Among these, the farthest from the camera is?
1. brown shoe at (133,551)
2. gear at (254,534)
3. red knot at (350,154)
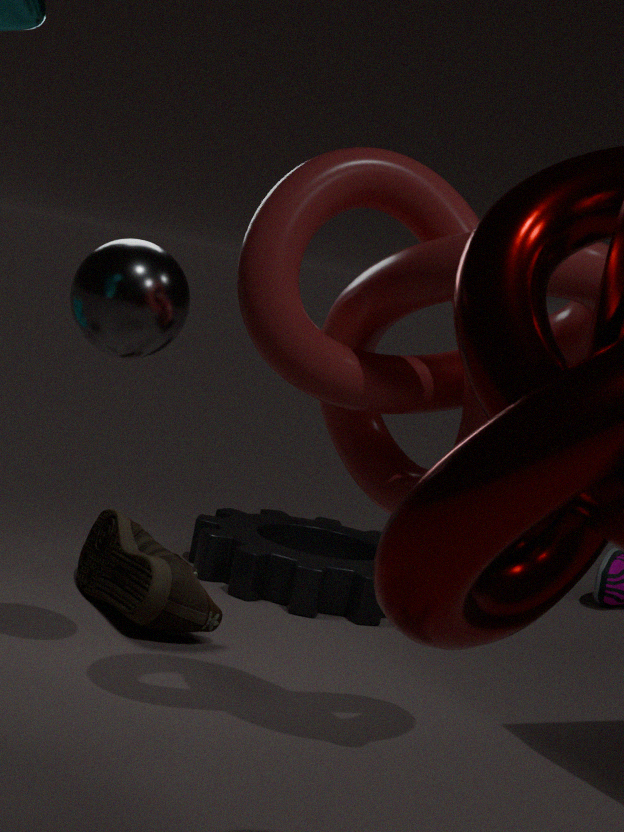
gear at (254,534)
